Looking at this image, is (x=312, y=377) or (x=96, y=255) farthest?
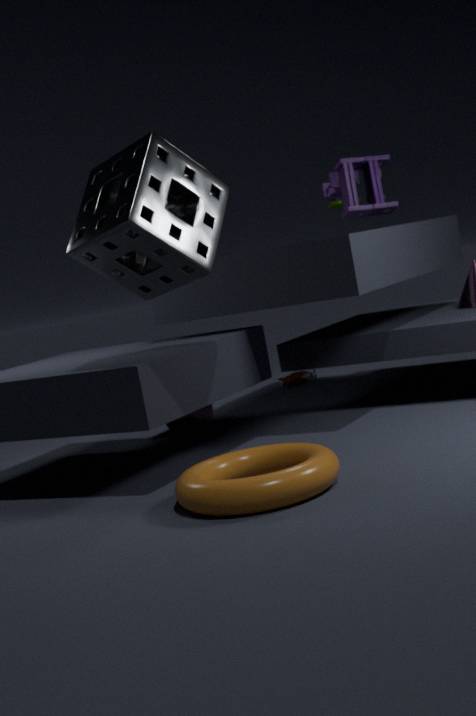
(x=312, y=377)
